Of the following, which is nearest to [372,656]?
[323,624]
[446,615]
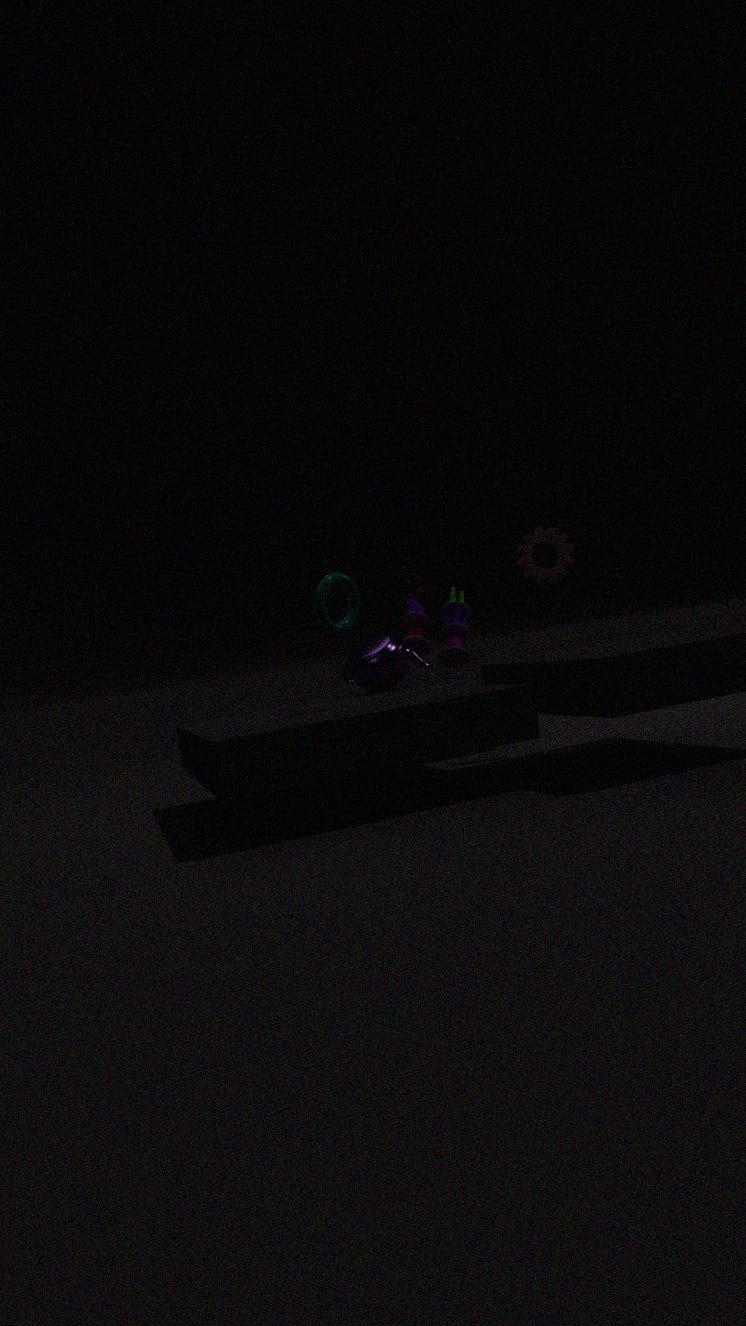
[446,615]
